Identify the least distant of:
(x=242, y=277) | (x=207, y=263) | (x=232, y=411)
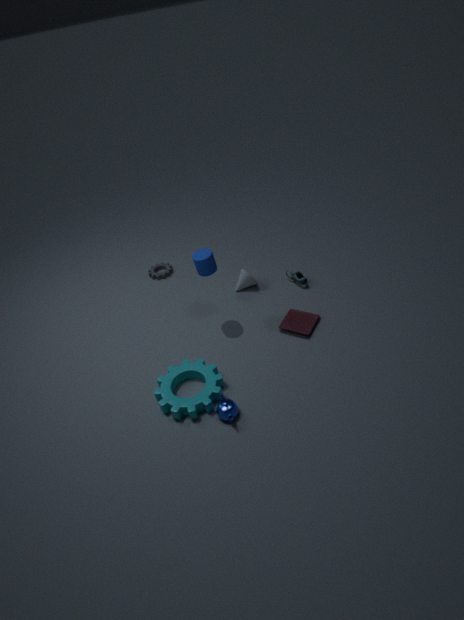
(x=232, y=411)
